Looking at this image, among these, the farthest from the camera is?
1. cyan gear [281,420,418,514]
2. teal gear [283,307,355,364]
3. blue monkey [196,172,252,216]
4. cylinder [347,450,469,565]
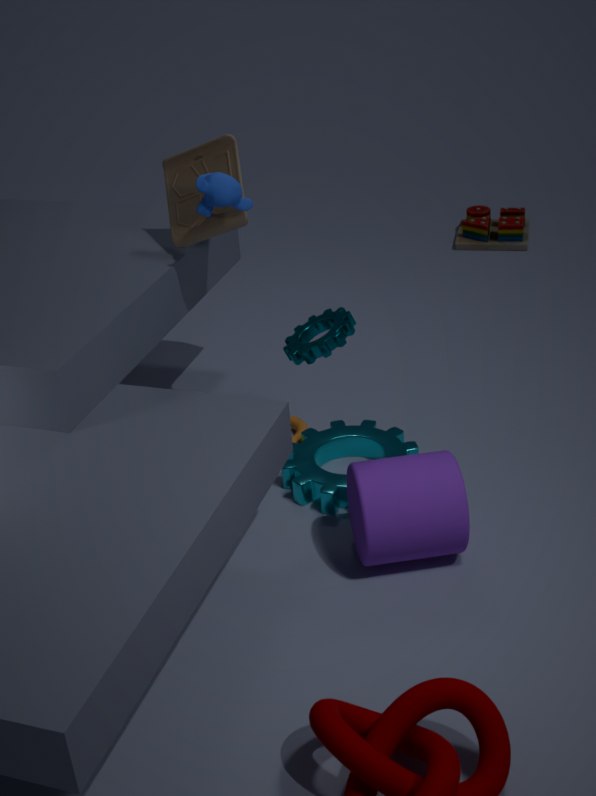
cyan gear [281,420,418,514]
